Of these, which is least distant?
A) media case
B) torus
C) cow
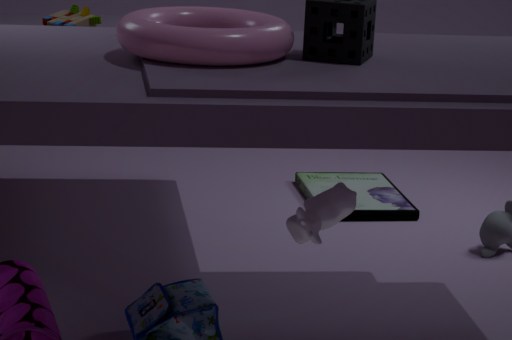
cow
